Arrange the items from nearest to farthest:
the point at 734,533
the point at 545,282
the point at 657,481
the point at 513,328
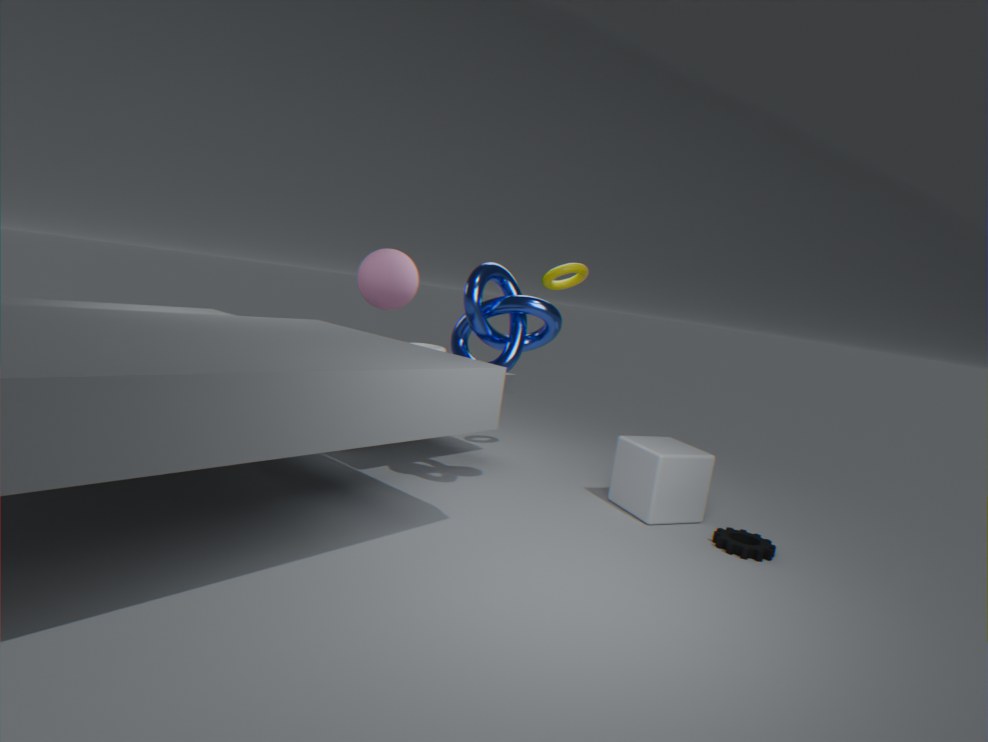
the point at 513,328 < the point at 734,533 < the point at 657,481 < the point at 545,282
